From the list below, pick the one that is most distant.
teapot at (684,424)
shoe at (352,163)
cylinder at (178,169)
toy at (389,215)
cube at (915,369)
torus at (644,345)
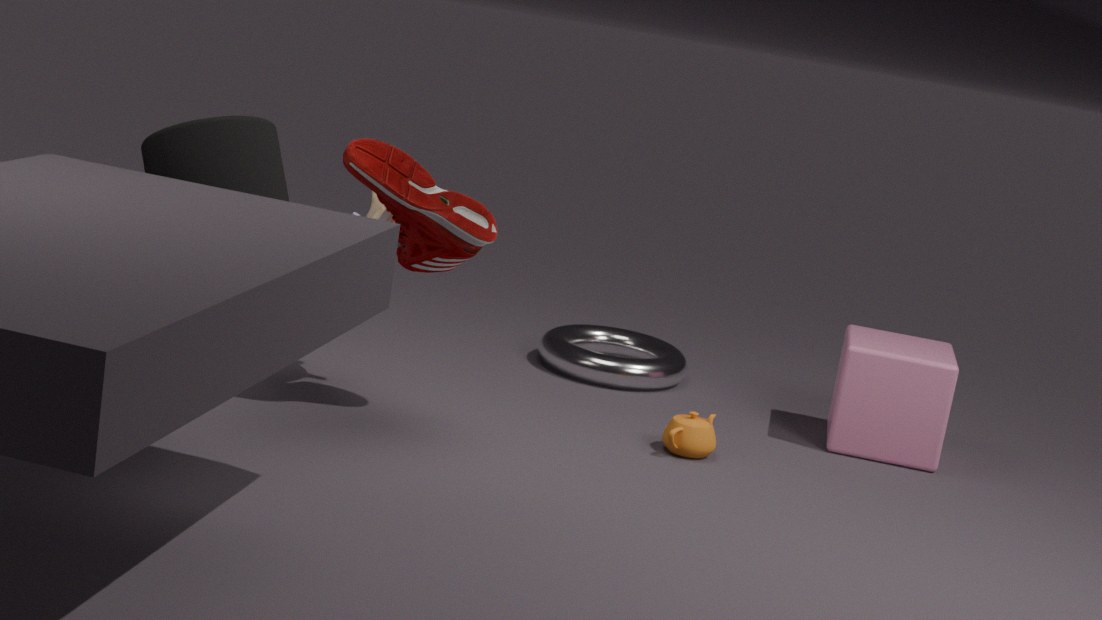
torus at (644,345)
